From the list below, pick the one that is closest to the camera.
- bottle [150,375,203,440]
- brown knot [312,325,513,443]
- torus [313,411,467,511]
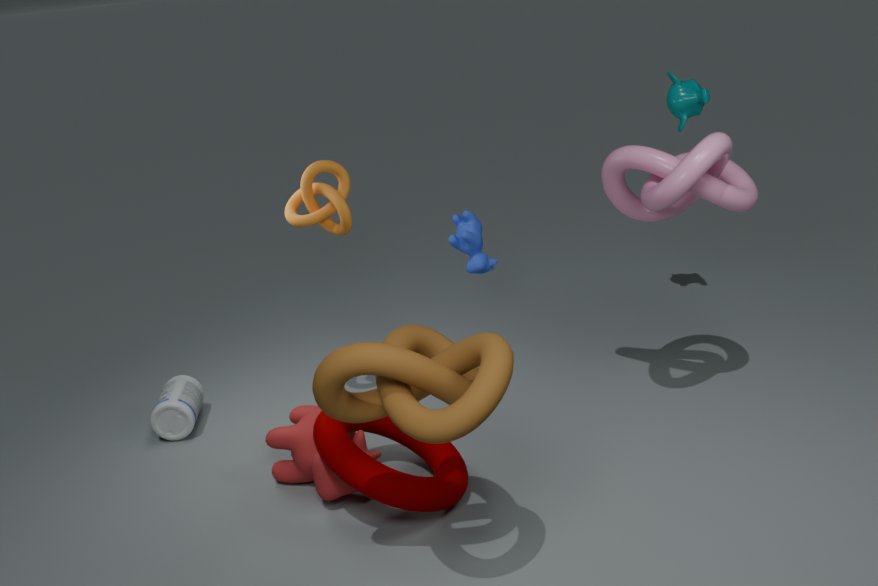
brown knot [312,325,513,443]
